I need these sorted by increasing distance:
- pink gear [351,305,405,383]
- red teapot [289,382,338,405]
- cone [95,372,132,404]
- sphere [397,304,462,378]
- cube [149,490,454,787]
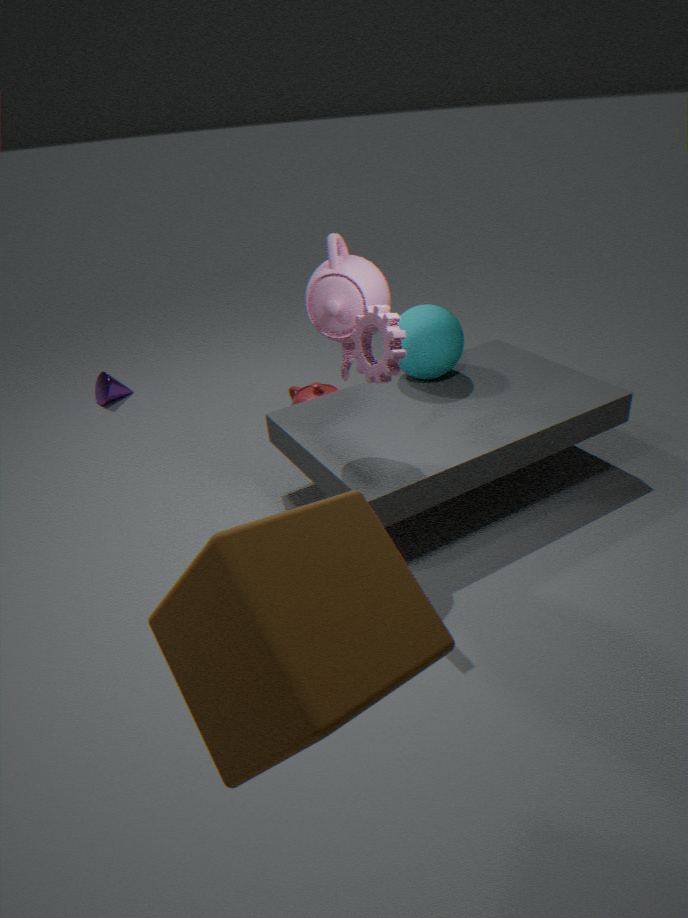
cube [149,490,454,787], pink gear [351,305,405,383], sphere [397,304,462,378], red teapot [289,382,338,405], cone [95,372,132,404]
